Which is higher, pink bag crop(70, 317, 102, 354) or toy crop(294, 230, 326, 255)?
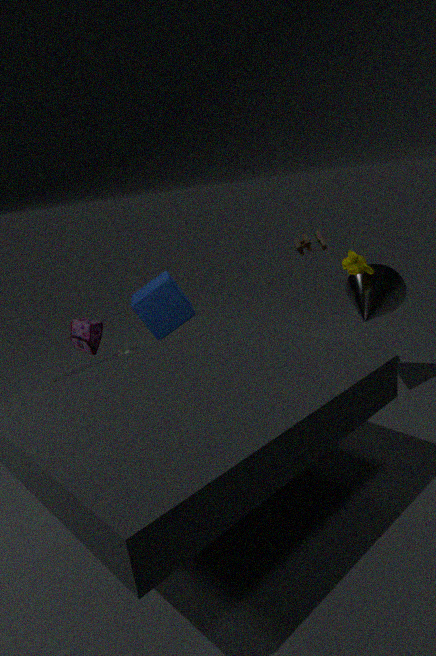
toy crop(294, 230, 326, 255)
